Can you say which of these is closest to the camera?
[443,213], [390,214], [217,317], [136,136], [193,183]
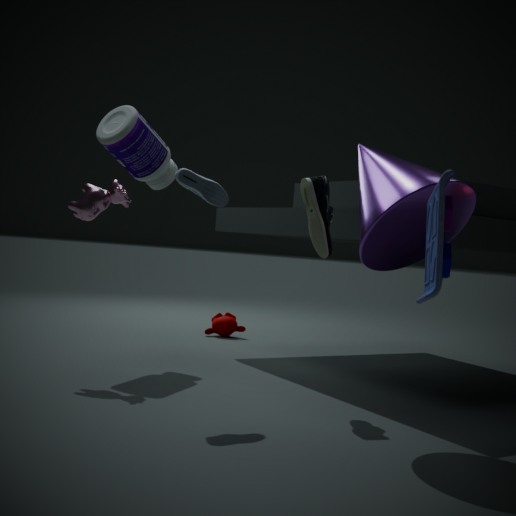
[443,213]
